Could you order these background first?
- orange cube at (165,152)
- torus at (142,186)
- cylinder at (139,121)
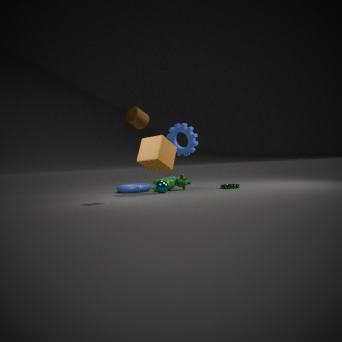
torus at (142,186) → orange cube at (165,152) → cylinder at (139,121)
